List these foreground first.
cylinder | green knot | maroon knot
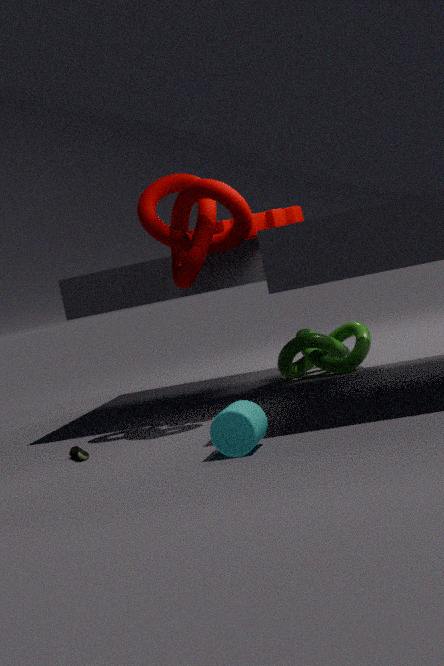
cylinder → maroon knot → green knot
